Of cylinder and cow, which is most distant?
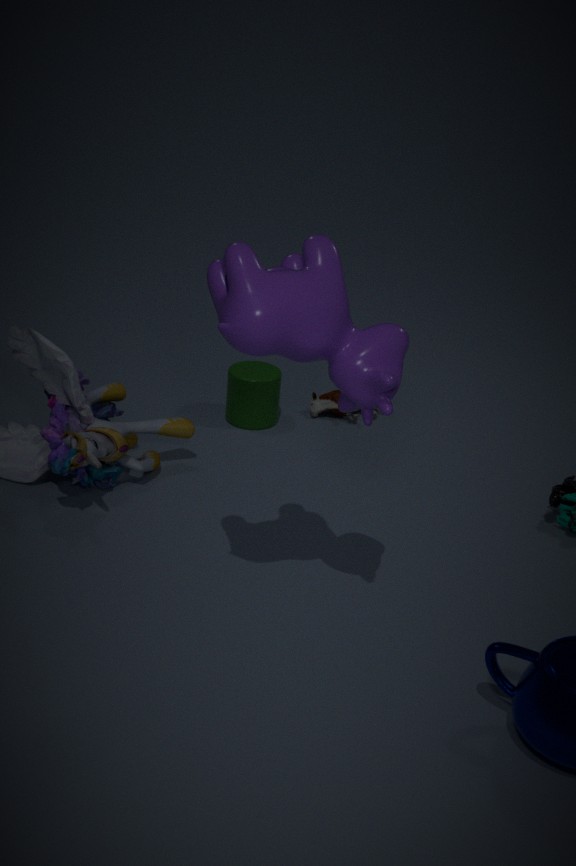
cylinder
